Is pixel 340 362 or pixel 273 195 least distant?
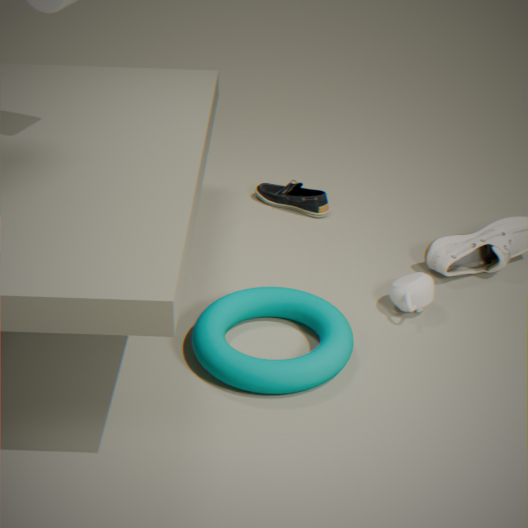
pixel 340 362
